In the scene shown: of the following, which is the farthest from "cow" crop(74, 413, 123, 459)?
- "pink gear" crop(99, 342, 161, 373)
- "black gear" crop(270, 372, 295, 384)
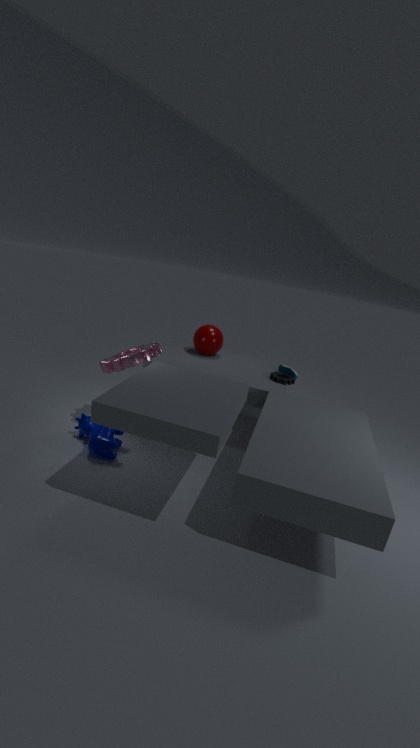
"black gear" crop(270, 372, 295, 384)
